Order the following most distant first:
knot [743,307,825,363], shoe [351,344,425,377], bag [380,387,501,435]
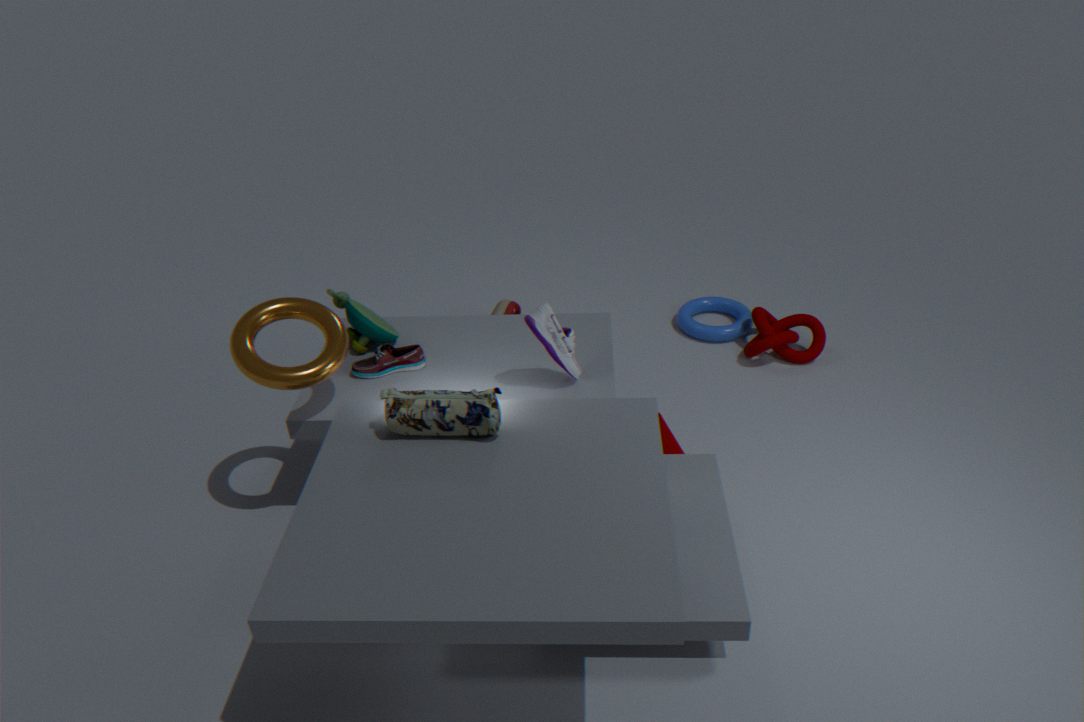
1. knot [743,307,825,363]
2. shoe [351,344,425,377]
3. bag [380,387,501,435]
